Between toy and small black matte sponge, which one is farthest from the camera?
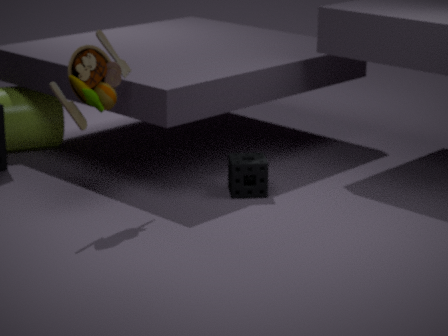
small black matte sponge
